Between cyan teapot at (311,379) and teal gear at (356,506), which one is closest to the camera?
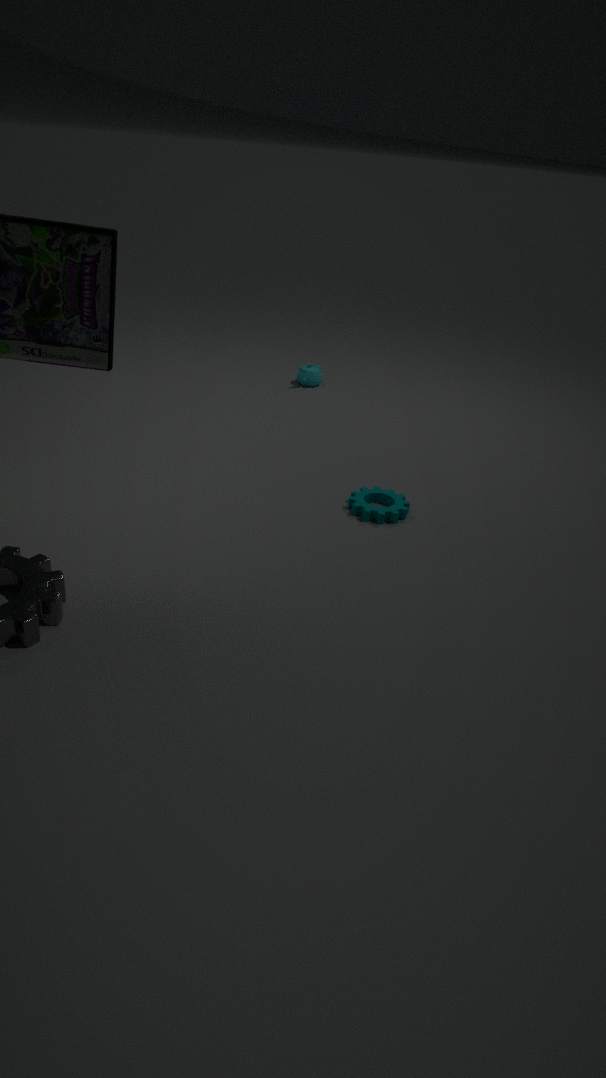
teal gear at (356,506)
